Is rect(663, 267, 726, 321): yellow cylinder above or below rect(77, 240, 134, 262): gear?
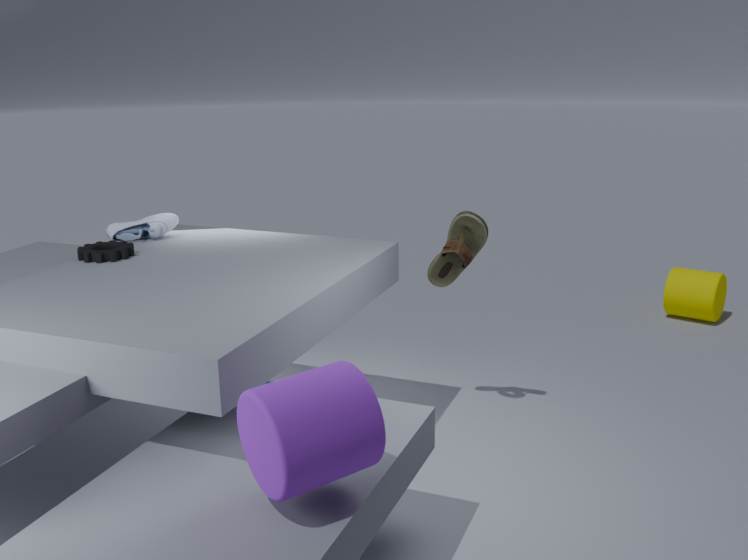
below
